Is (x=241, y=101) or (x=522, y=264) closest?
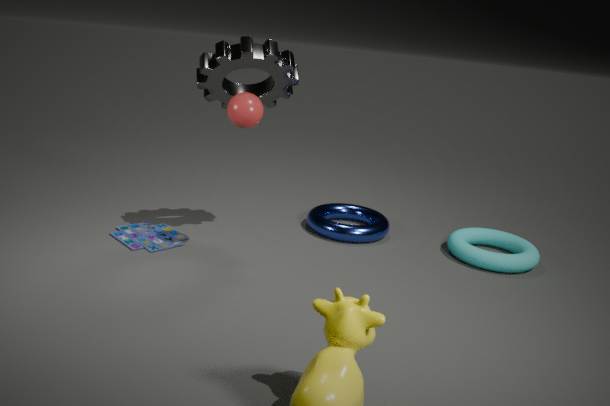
(x=241, y=101)
